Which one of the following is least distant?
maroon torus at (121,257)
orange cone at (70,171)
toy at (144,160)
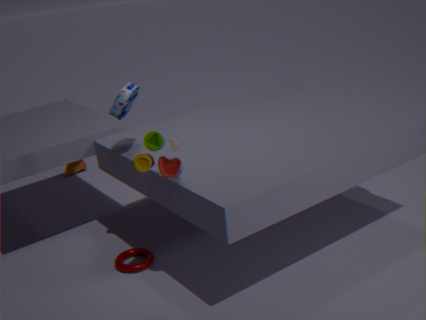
toy at (144,160)
